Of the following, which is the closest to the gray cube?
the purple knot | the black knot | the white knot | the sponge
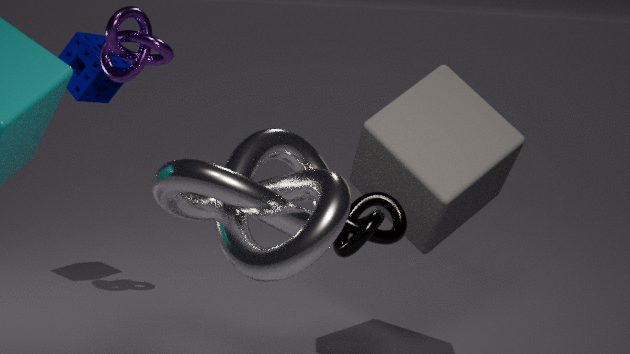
the black knot
